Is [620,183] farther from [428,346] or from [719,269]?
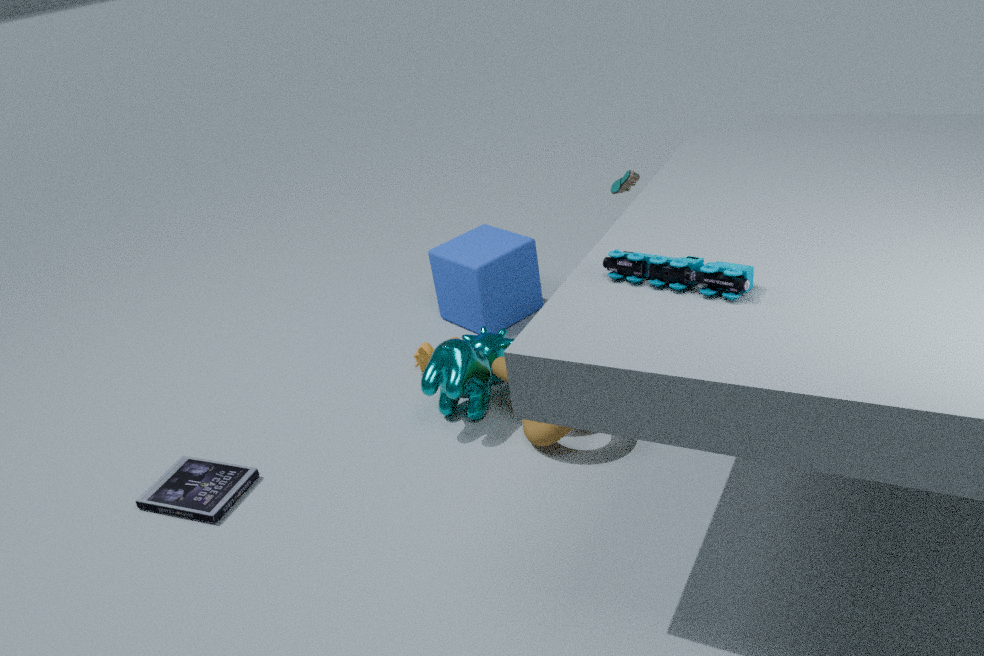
[719,269]
